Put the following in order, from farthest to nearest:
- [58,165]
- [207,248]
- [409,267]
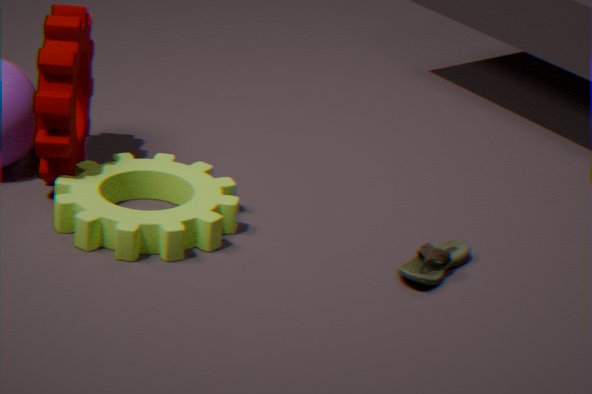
[58,165] < [207,248] < [409,267]
